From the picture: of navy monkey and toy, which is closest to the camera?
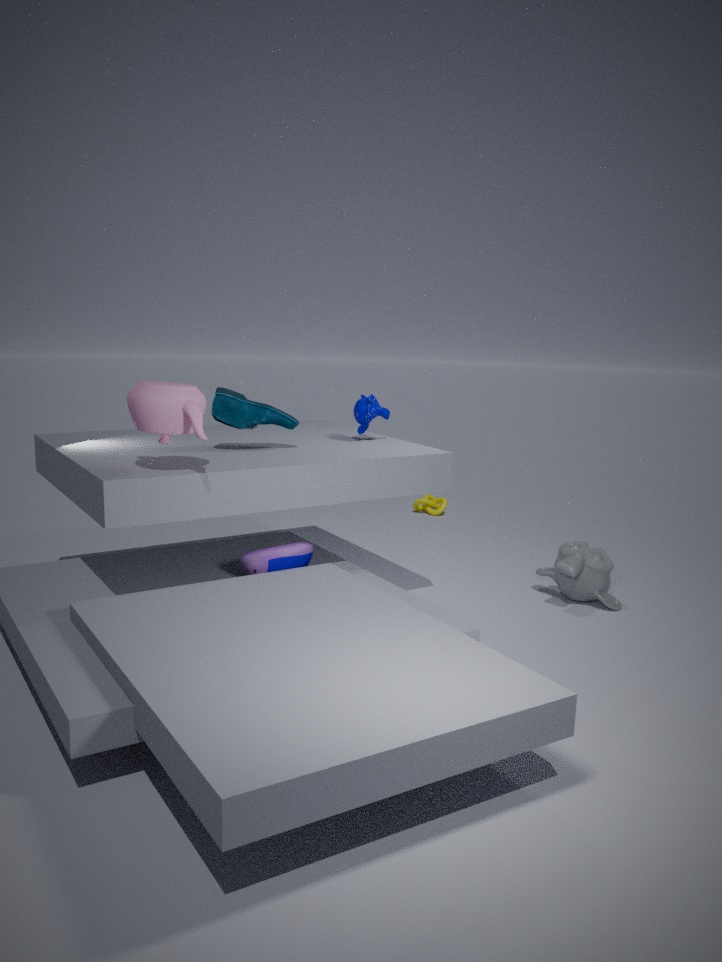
toy
